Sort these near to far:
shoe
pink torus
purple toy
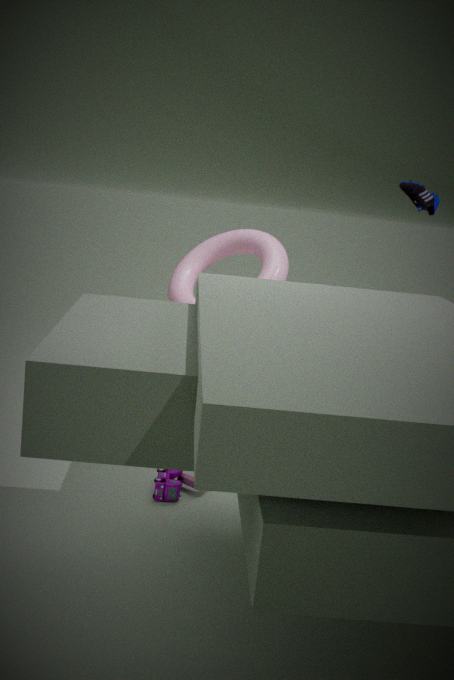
purple toy
pink torus
shoe
